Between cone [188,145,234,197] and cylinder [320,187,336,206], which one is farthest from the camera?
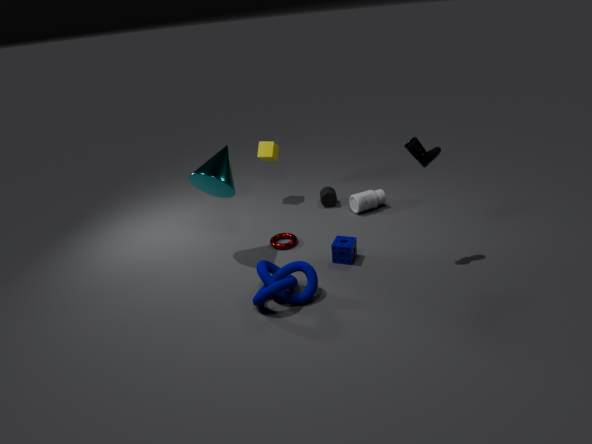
cylinder [320,187,336,206]
